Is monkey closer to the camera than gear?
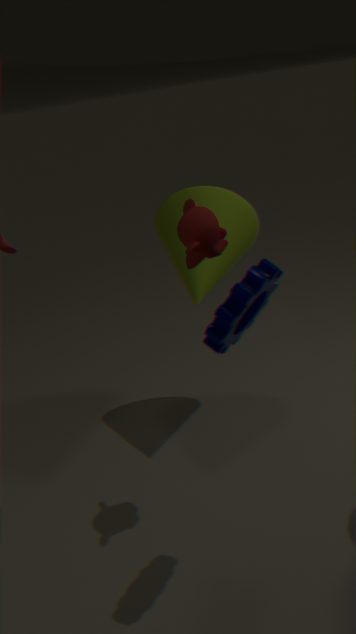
No
